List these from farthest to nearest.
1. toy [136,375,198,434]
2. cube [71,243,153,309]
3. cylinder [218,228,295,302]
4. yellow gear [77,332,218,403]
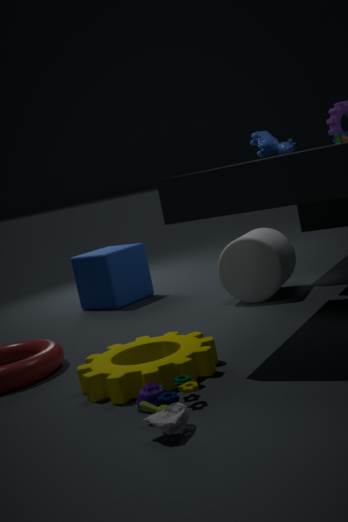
cube [71,243,153,309] → cylinder [218,228,295,302] → yellow gear [77,332,218,403] → toy [136,375,198,434]
